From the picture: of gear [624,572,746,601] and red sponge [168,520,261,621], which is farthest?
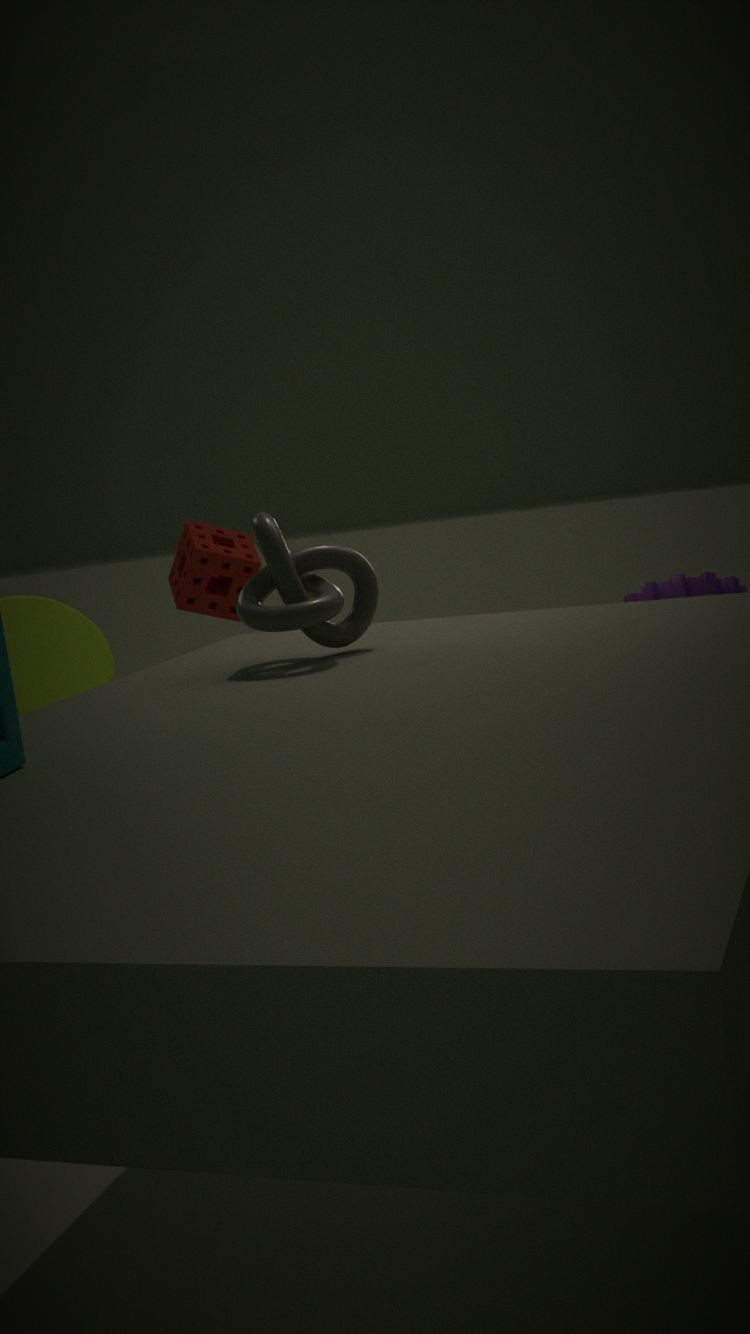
red sponge [168,520,261,621]
